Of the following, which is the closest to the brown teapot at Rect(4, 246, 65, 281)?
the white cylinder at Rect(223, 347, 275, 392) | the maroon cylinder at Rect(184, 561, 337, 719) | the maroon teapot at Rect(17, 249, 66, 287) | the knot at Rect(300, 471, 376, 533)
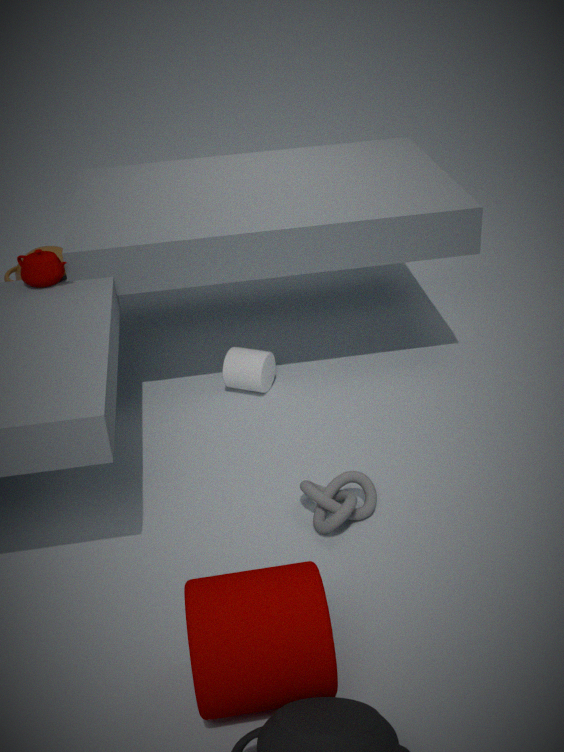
the maroon teapot at Rect(17, 249, 66, 287)
